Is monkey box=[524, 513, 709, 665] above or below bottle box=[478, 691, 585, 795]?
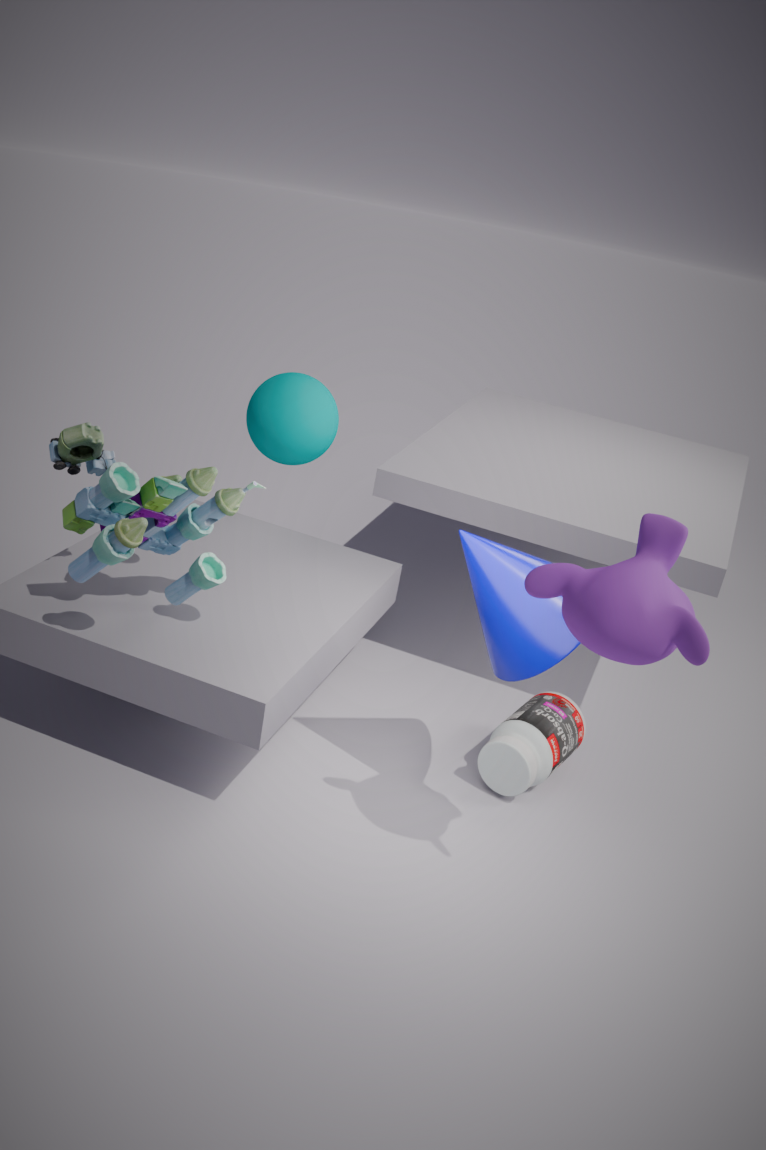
above
